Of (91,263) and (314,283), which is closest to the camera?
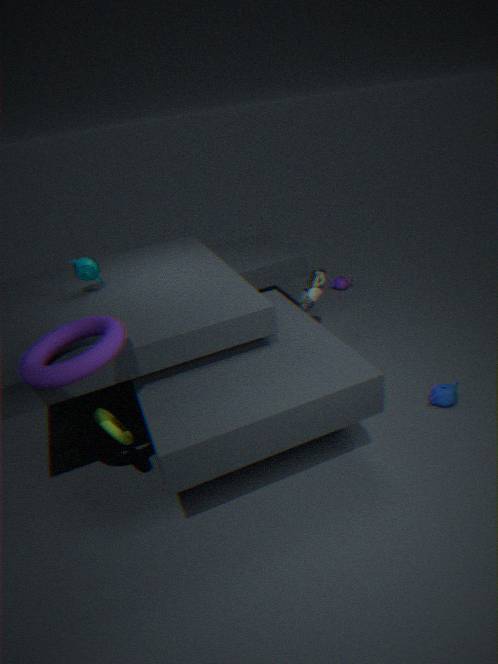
(91,263)
